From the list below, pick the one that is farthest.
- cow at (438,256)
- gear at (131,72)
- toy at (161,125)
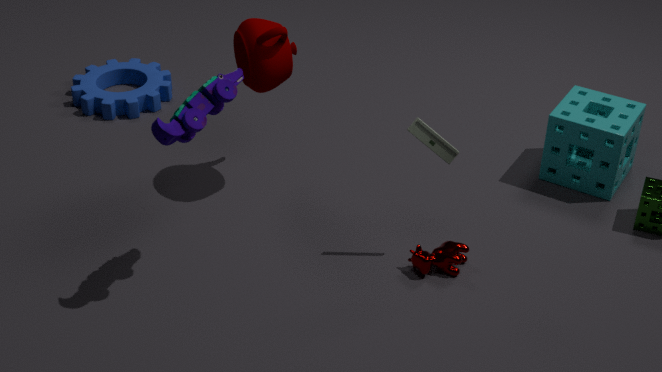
gear at (131,72)
